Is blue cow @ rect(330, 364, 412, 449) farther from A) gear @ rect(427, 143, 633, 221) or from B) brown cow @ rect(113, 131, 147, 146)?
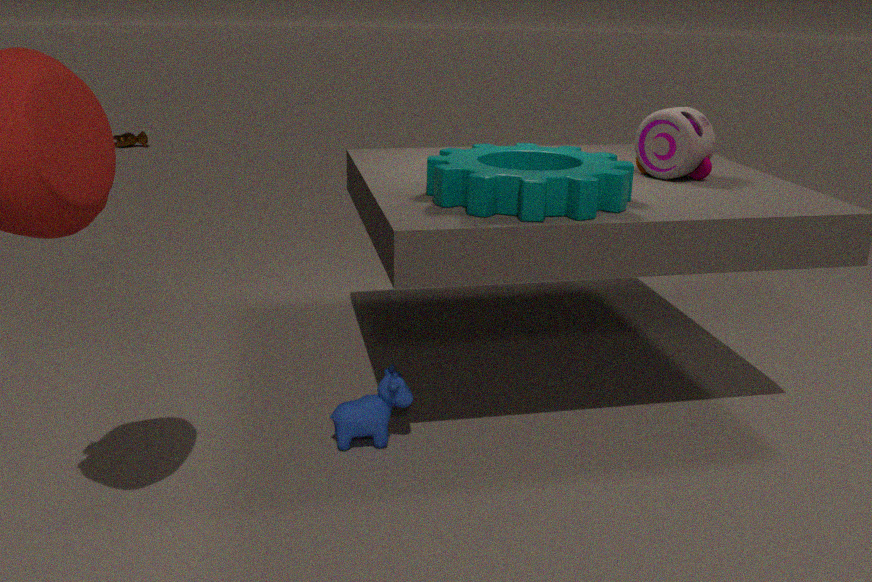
B) brown cow @ rect(113, 131, 147, 146)
